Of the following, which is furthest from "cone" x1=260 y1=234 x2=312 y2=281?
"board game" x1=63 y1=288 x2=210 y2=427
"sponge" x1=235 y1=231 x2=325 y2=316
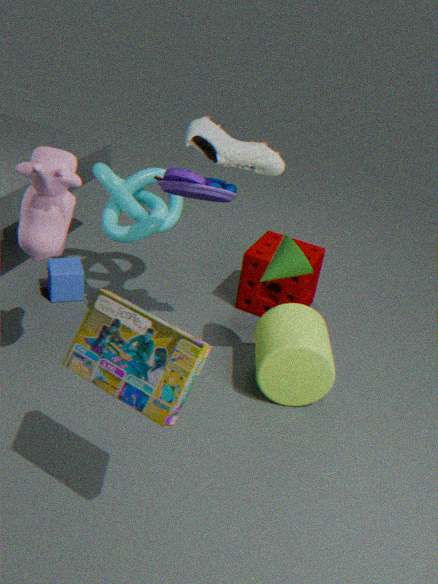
"board game" x1=63 y1=288 x2=210 y2=427
